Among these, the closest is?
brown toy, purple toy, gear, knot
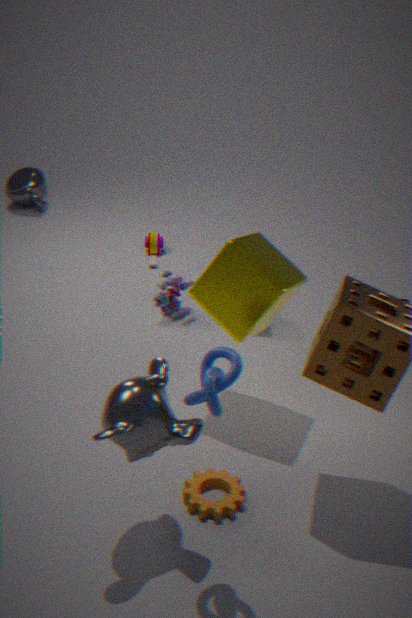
knot
